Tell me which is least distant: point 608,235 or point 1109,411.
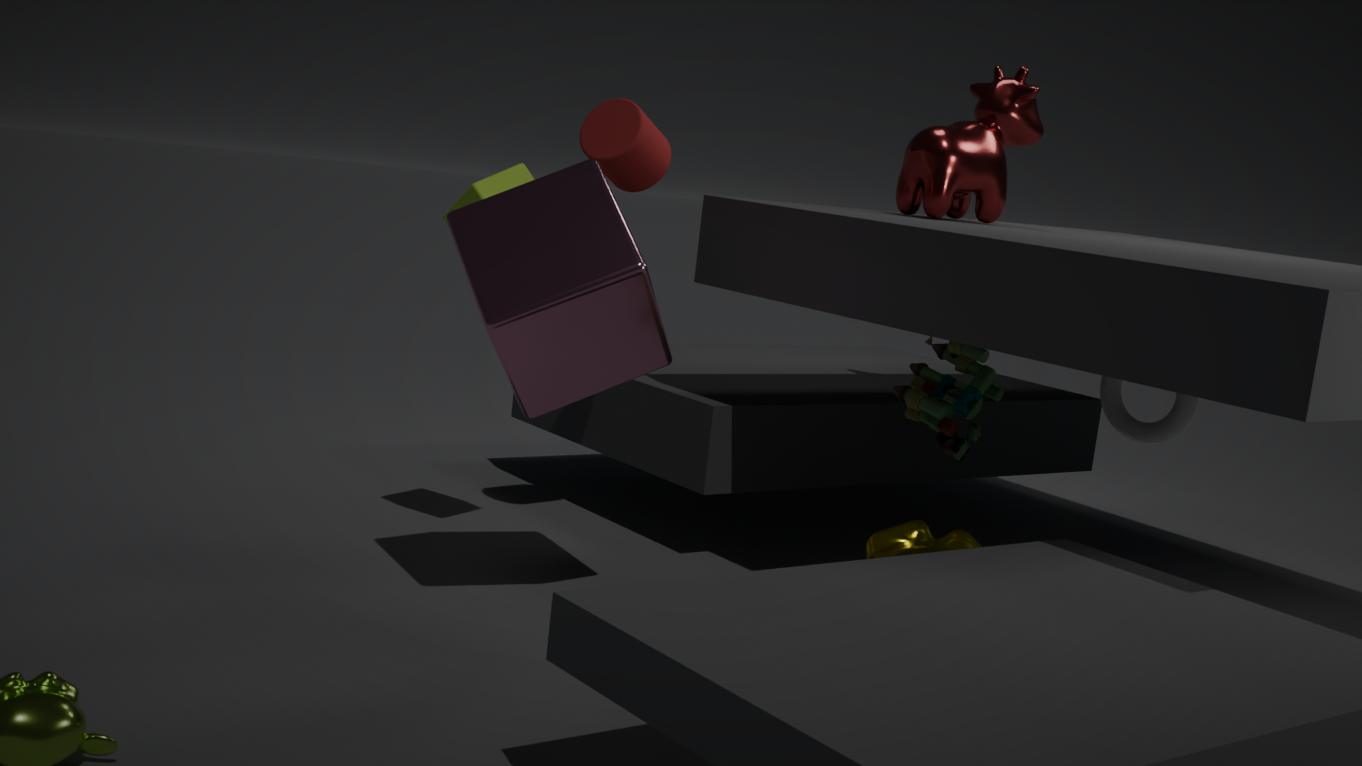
point 608,235
